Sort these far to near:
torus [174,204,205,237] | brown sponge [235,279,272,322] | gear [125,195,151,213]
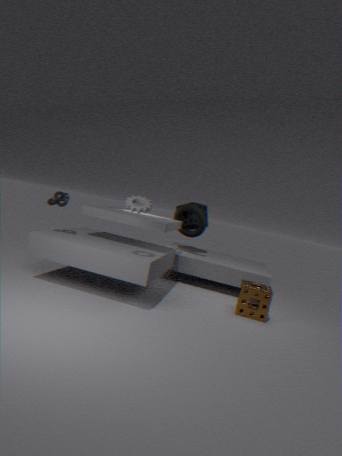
1. torus [174,204,205,237]
2. brown sponge [235,279,272,322]
3. gear [125,195,151,213]
